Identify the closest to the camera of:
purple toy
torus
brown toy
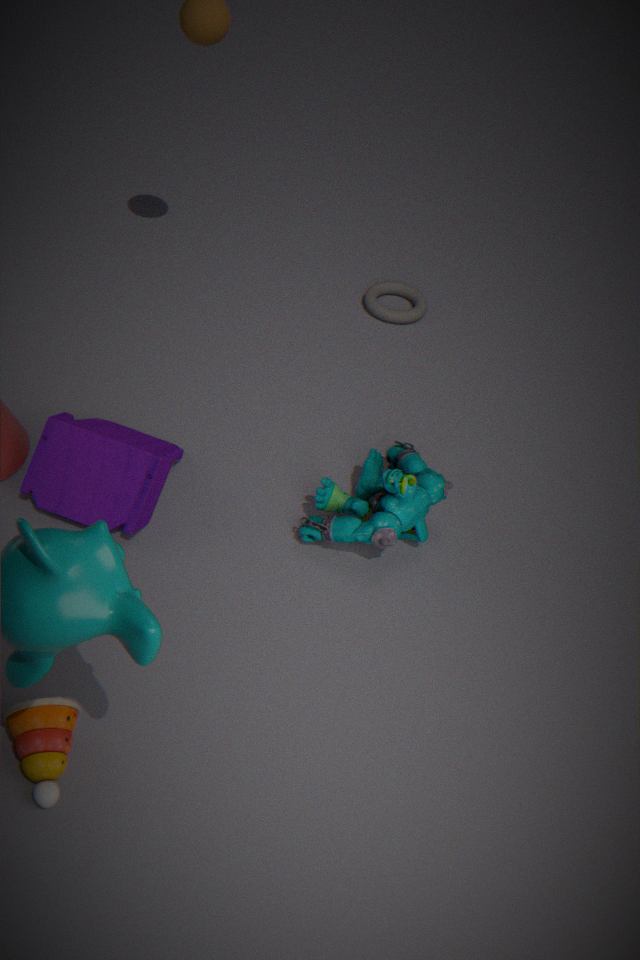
brown toy
